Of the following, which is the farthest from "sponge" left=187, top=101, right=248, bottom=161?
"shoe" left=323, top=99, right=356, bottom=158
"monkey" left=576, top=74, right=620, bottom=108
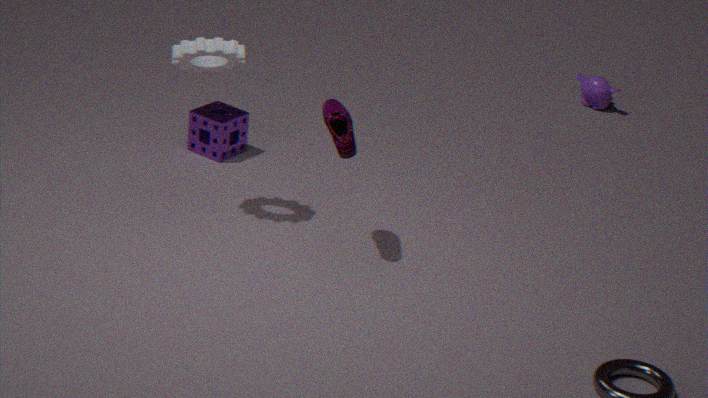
"monkey" left=576, top=74, right=620, bottom=108
